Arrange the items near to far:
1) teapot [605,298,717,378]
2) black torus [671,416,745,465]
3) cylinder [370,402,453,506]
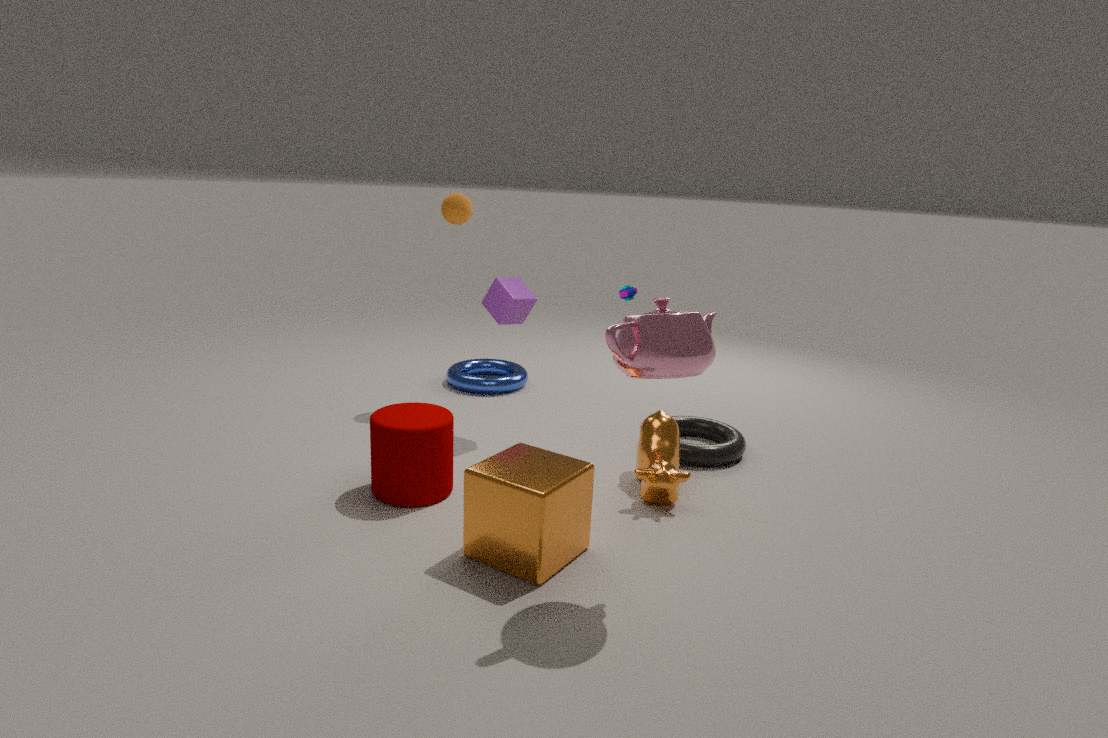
1. 1. teapot [605,298,717,378]
2. 3. cylinder [370,402,453,506]
3. 2. black torus [671,416,745,465]
